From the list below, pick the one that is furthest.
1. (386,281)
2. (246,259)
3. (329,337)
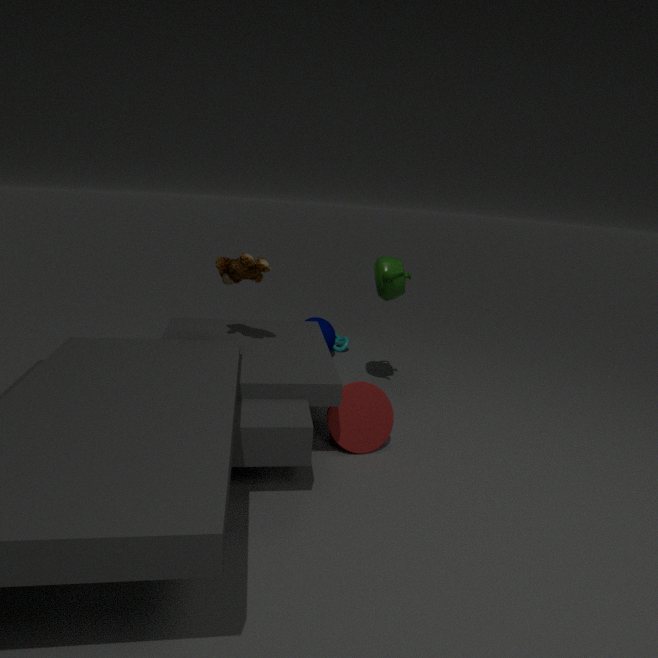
(329,337)
